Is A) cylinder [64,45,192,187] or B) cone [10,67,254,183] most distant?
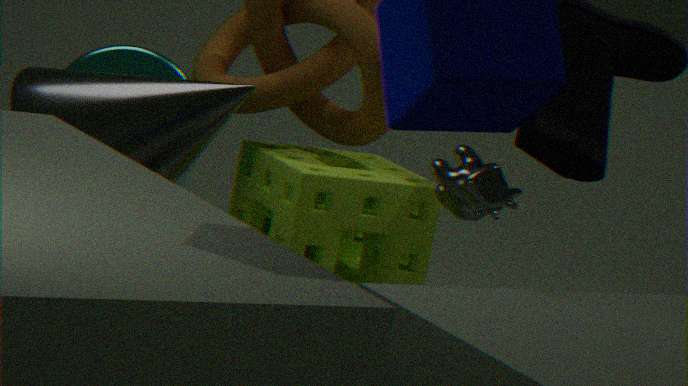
A. cylinder [64,45,192,187]
